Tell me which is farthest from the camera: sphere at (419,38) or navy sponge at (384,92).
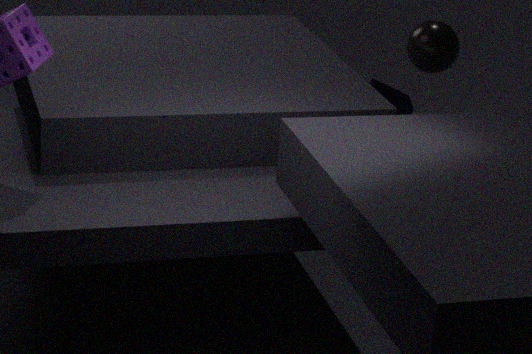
navy sponge at (384,92)
